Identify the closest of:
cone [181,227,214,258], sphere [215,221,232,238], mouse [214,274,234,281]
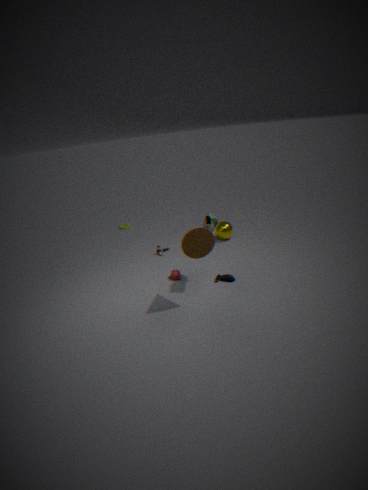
cone [181,227,214,258]
